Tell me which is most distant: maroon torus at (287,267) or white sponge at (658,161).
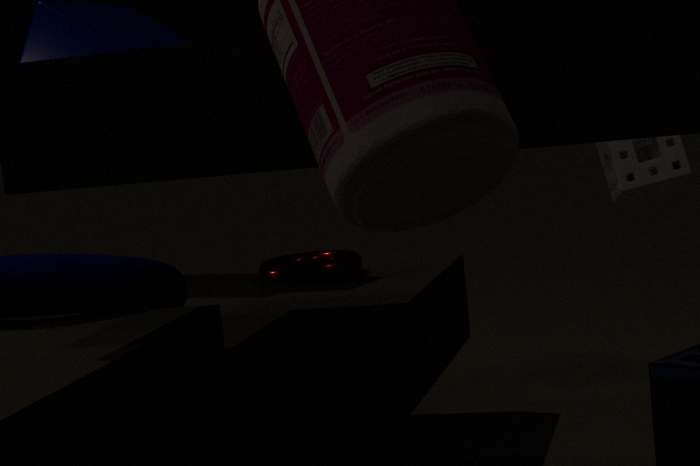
white sponge at (658,161)
